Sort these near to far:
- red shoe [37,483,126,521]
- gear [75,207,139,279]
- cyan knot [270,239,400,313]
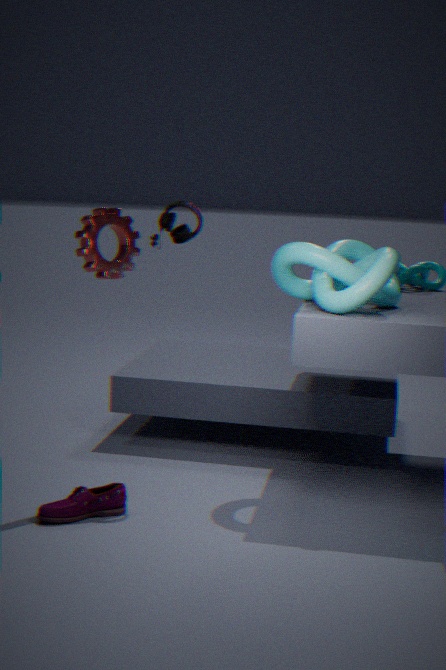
red shoe [37,483,126,521] < cyan knot [270,239,400,313] < gear [75,207,139,279]
